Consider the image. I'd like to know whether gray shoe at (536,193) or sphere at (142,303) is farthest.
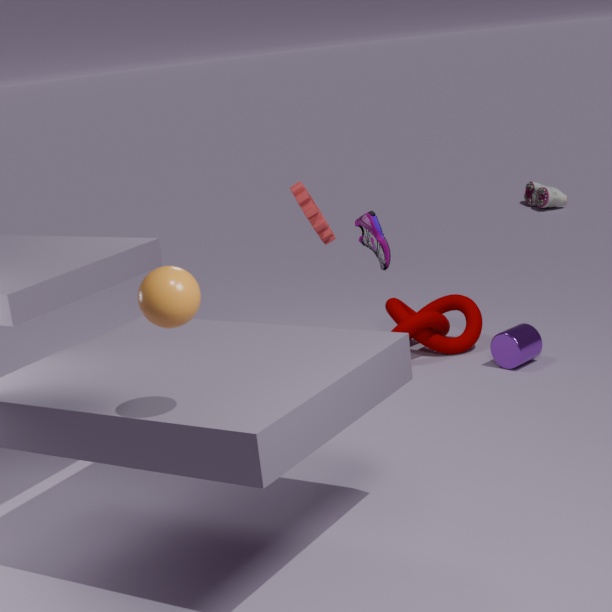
gray shoe at (536,193)
